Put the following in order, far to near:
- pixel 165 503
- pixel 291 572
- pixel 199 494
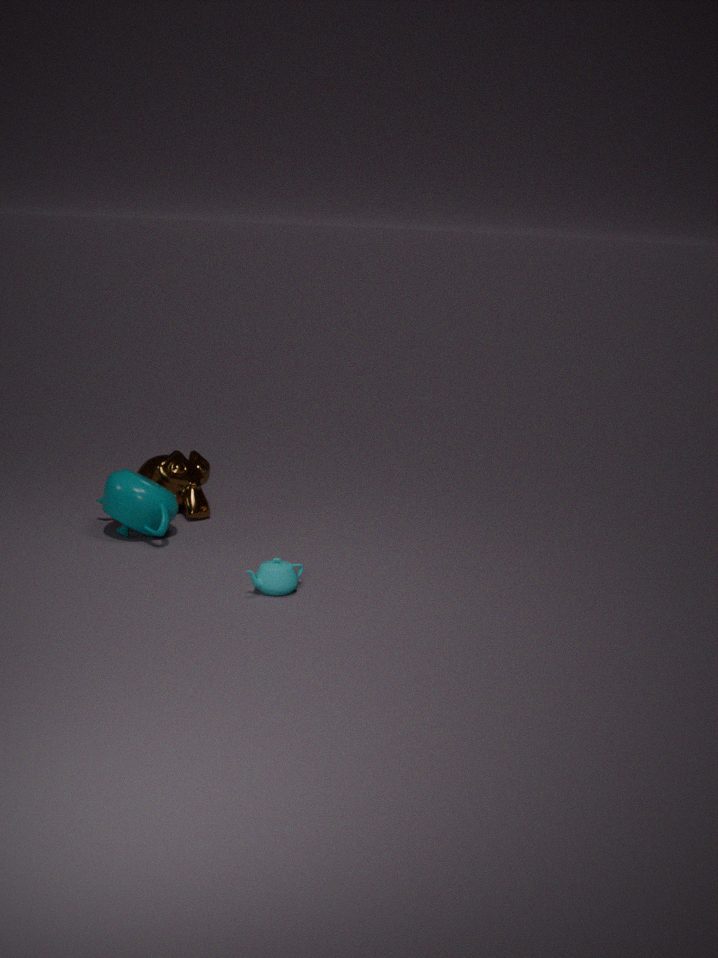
pixel 199 494, pixel 165 503, pixel 291 572
